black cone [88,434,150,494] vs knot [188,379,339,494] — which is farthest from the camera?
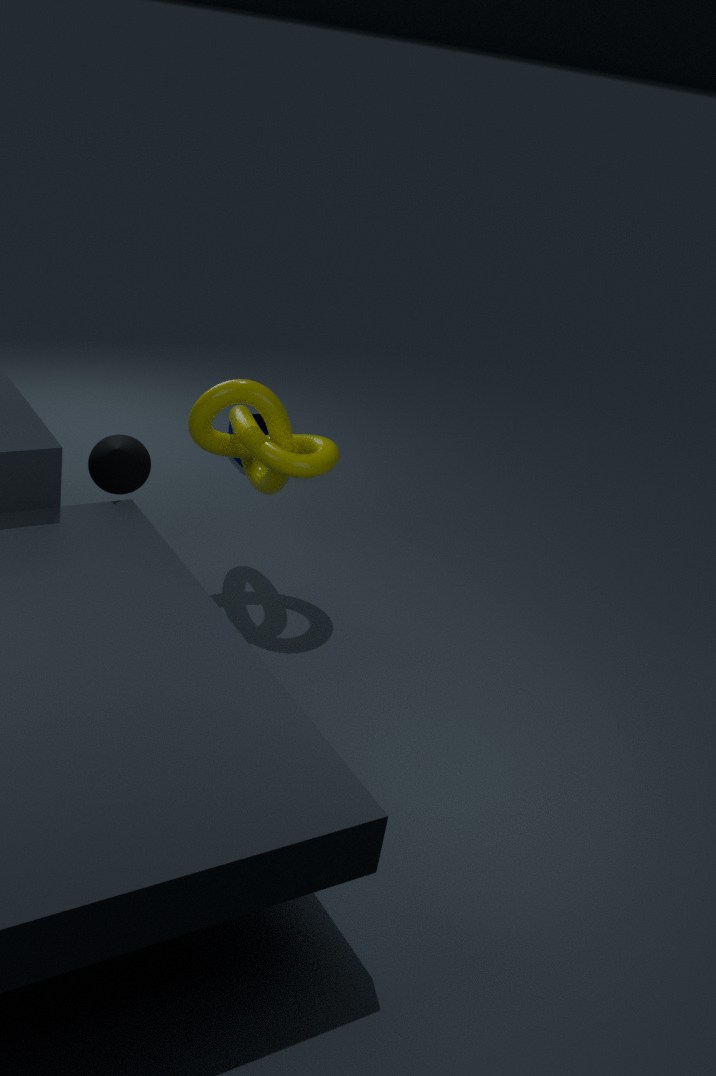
knot [188,379,339,494]
